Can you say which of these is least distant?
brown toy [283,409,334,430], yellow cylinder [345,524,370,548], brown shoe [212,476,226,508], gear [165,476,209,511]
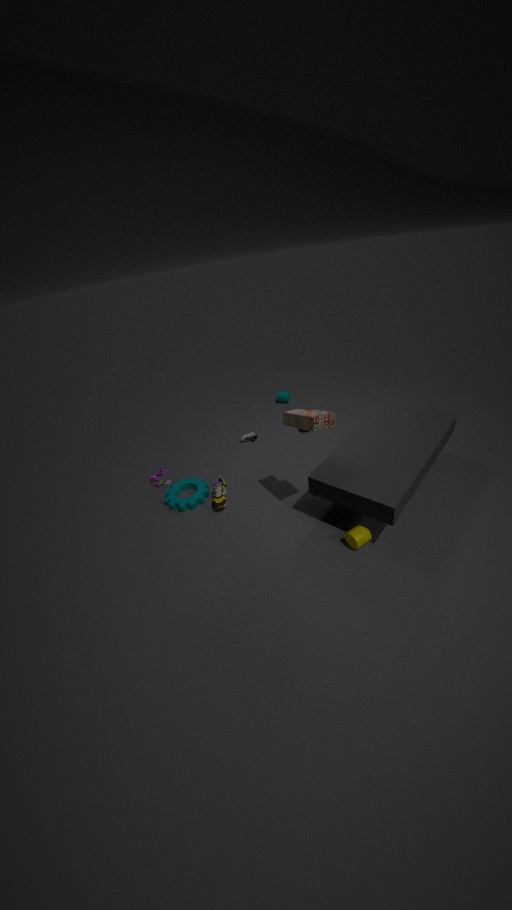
brown toy [283,409,334,430]
